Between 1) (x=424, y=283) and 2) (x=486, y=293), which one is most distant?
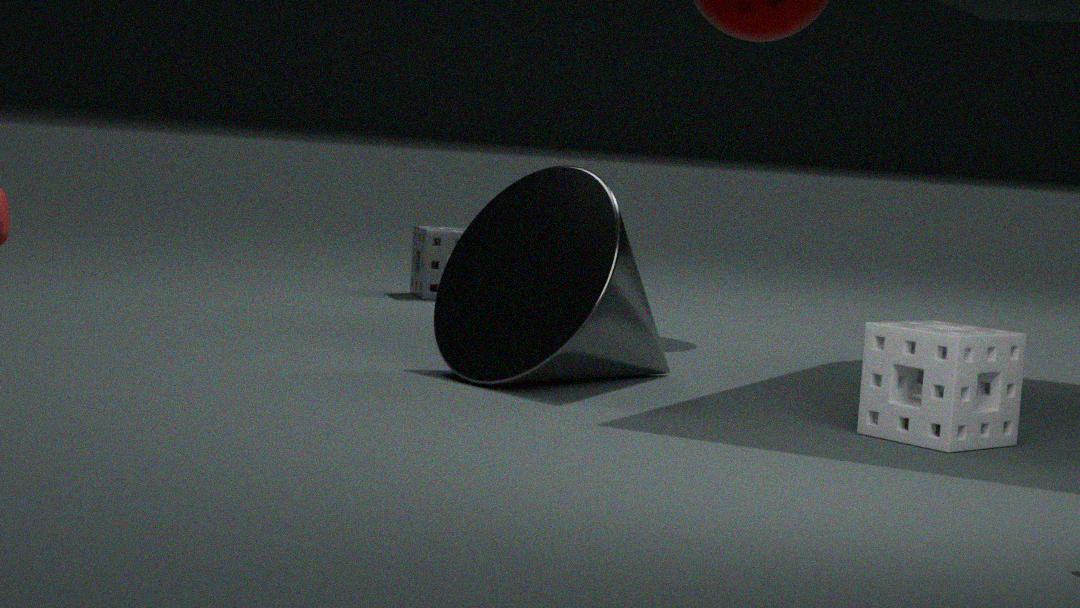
1. (x=424, y=283)
